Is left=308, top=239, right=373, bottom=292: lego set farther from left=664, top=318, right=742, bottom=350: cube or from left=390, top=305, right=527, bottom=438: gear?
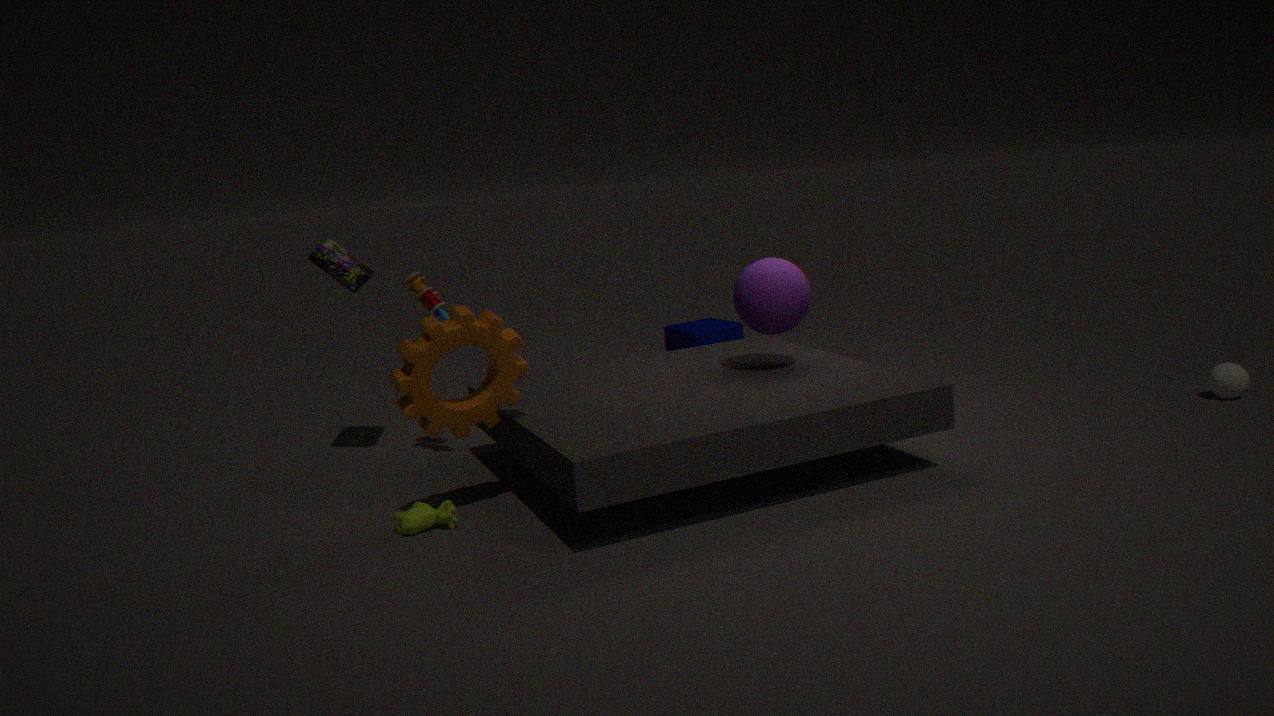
left=664, top=318, right=742, bottom=350: cube
